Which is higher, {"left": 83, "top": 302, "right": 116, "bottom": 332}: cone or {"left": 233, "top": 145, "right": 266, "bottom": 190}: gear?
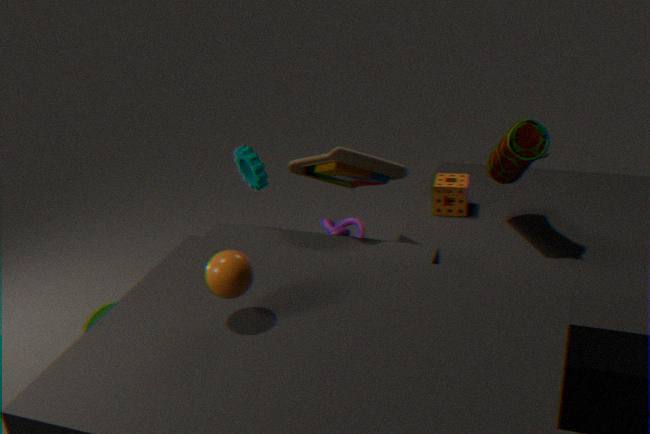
{"left": 233, "top": 145, "right": 266, "bottom": 190}: gear
